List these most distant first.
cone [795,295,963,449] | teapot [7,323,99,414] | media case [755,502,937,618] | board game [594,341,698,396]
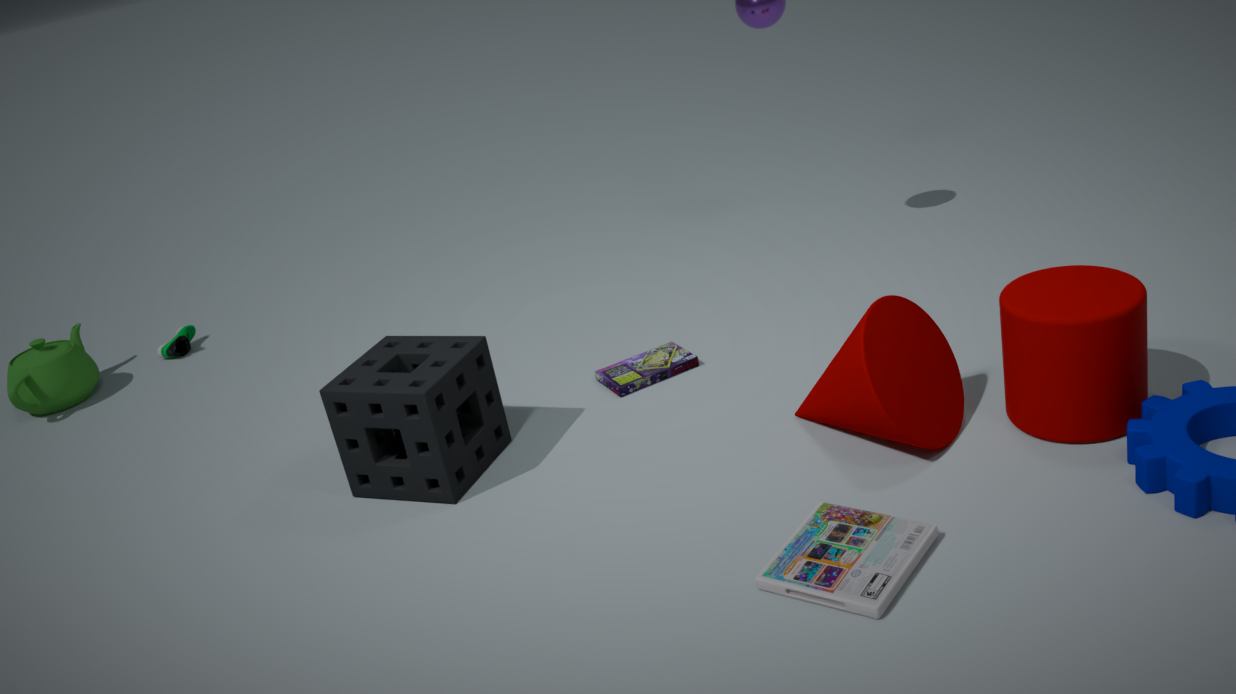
teapot [7,323,99,414]
board game [594,341,698,396]
cone [795,295,963,449]
media case [755,502,937,618]
